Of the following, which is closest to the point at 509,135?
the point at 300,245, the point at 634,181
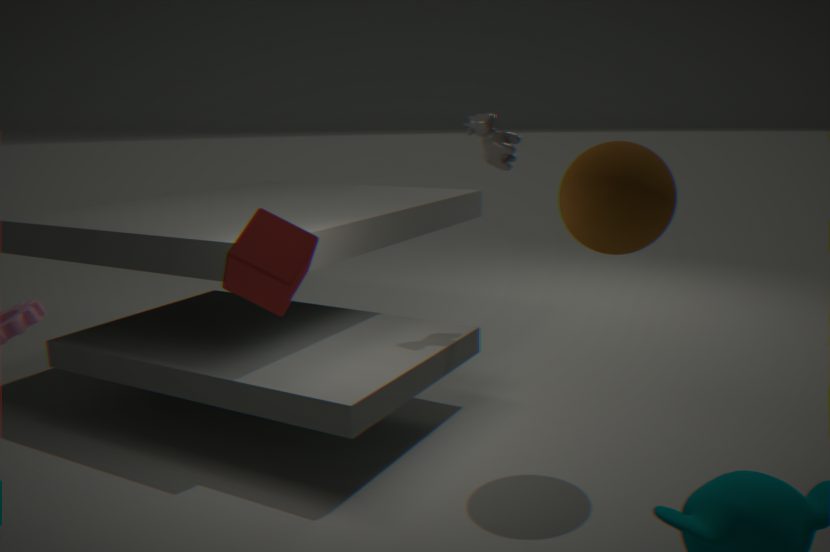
the point at 634,181
